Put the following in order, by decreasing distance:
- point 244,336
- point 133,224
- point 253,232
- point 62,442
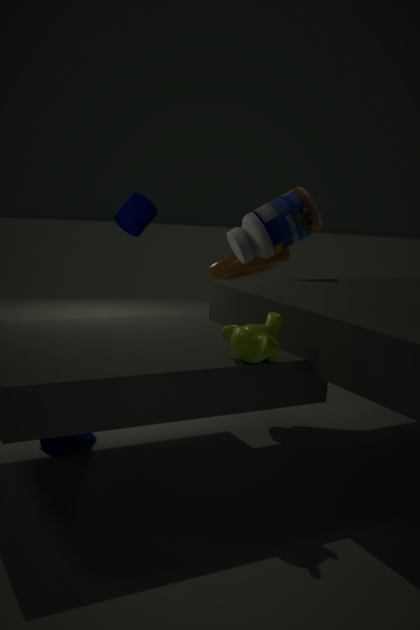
point 133,224 → point 253,232 → point 62,442 → point 244,336
